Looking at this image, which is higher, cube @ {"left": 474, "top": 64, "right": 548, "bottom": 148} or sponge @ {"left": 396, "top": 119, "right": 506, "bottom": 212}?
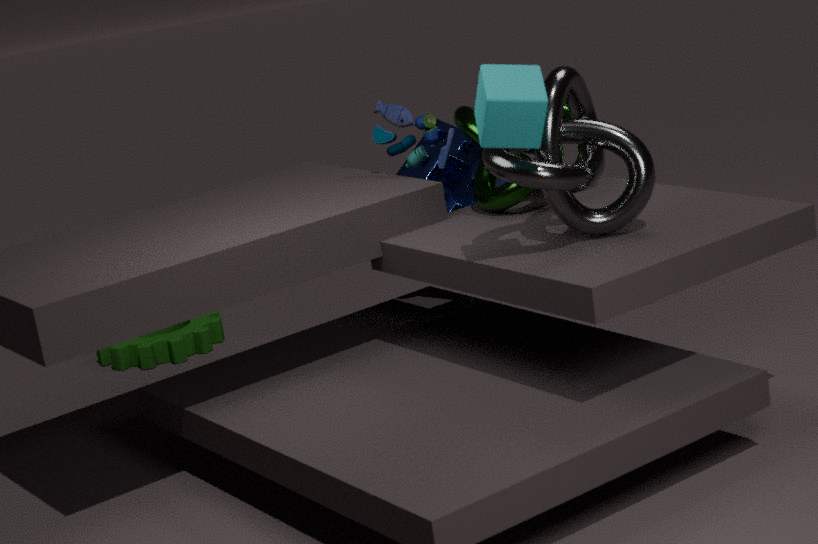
cube @ {"left": 474, "top": 64, "right": 548, "bottom": 148}
